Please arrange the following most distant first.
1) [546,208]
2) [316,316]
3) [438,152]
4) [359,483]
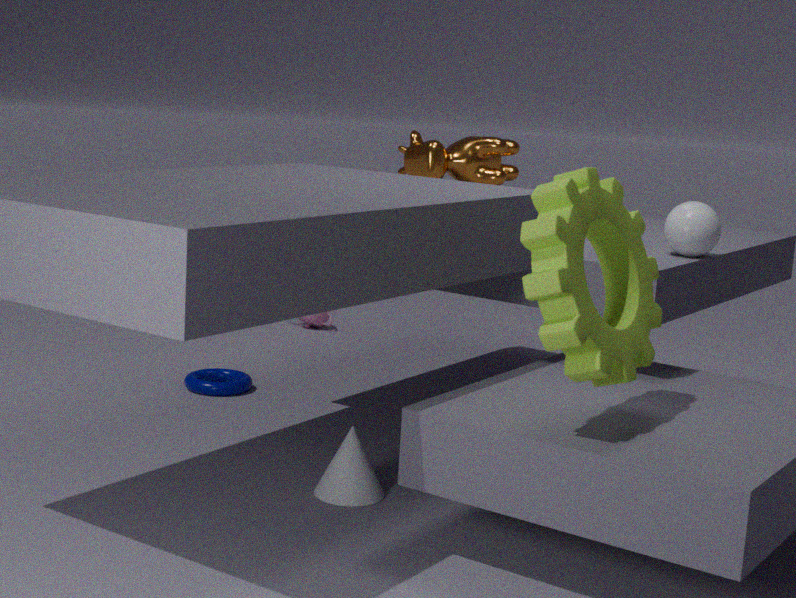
2. [316,316] < 3. [438,152] < 4. [359,483] < 1. [546,208]
